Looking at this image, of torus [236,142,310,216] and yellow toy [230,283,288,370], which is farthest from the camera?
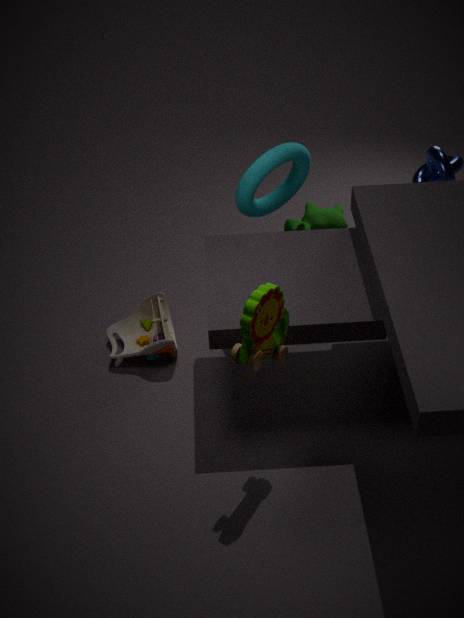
torus [236,142,310,216]
